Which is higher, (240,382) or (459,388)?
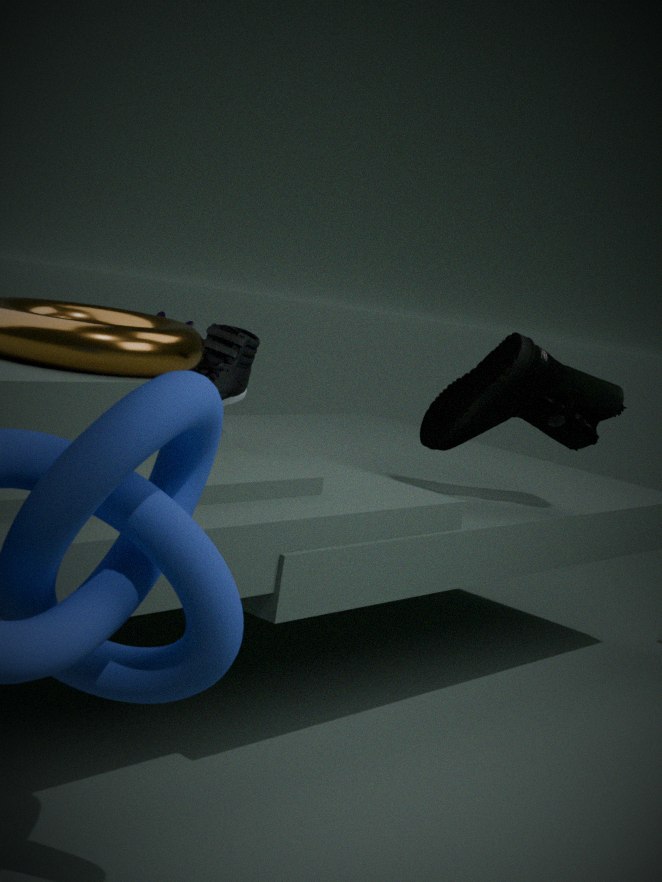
(459,388)
